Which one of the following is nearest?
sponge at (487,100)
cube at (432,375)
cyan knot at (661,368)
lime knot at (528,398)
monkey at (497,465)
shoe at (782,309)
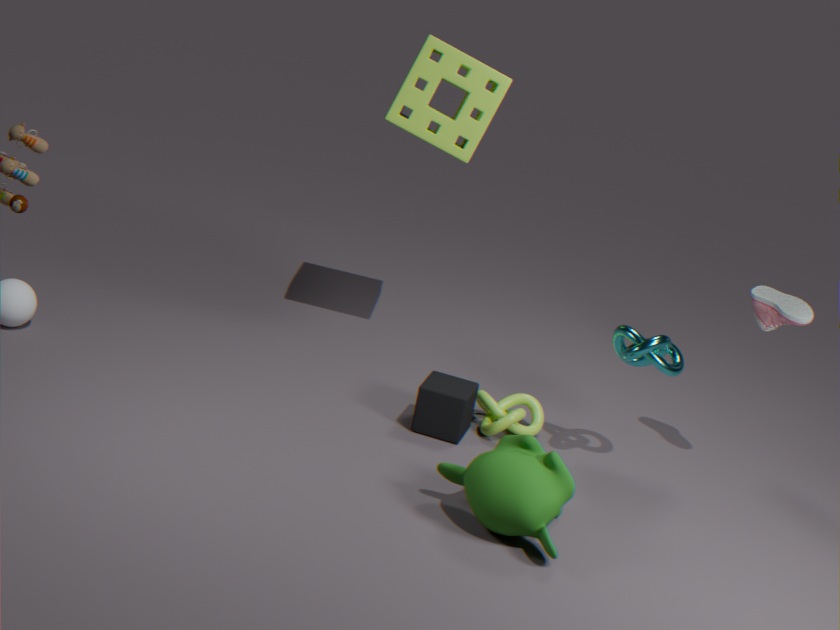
monkey at (497,465)
